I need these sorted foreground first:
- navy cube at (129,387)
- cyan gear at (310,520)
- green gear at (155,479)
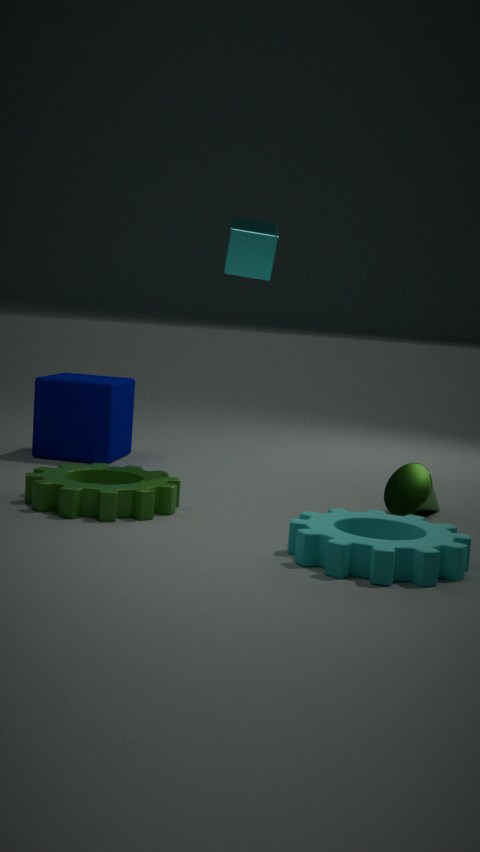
cyan gear at (310,520), green gear at (155,479), navy cube at (129,387)
